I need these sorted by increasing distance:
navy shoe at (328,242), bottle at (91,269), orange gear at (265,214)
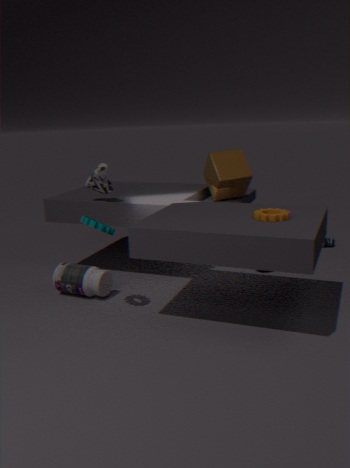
orange gear at (265,214)
bottle at (91,269)
navy shoe at (328,242)
